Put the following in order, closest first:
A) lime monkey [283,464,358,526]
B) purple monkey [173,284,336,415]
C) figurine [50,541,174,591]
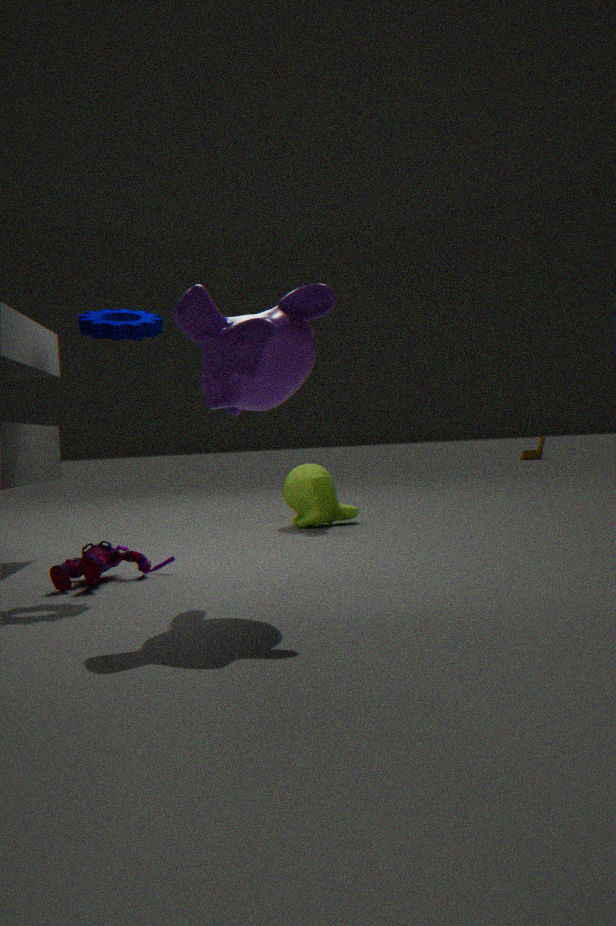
purple monkey [173,284,336,415]
figurine [50,541,174,591]
lime monkey [283,464,358,526]
